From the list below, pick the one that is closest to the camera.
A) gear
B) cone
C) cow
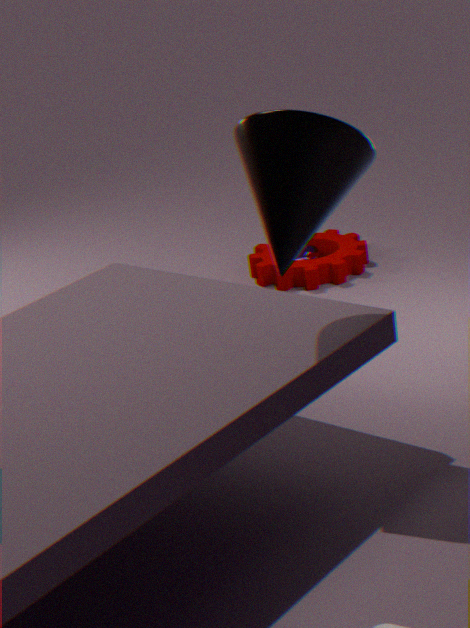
cone
